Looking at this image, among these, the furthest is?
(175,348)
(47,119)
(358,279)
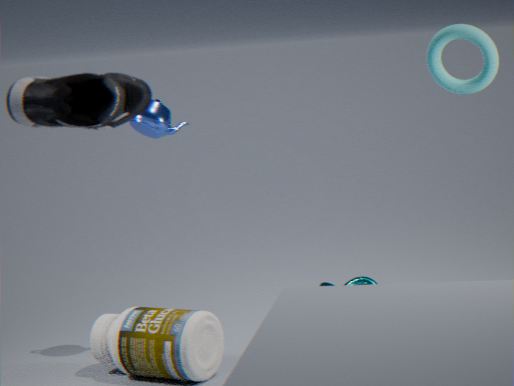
(358,279)
